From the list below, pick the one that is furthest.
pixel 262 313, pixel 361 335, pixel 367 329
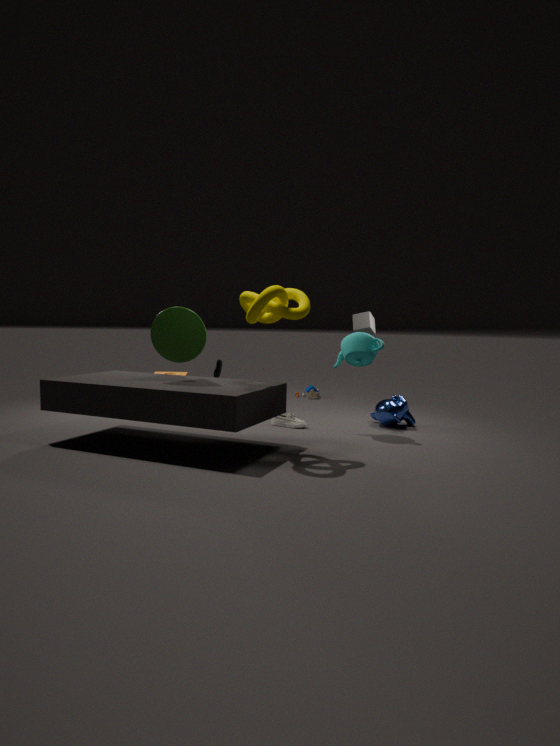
pixel 367 329
